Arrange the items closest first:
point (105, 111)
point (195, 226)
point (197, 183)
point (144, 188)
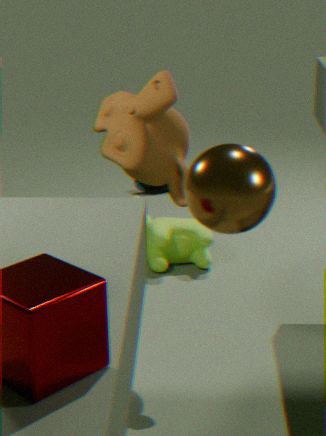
point (197, 183) < point (105, 111) < point (195, 226) < point (144, 188)
